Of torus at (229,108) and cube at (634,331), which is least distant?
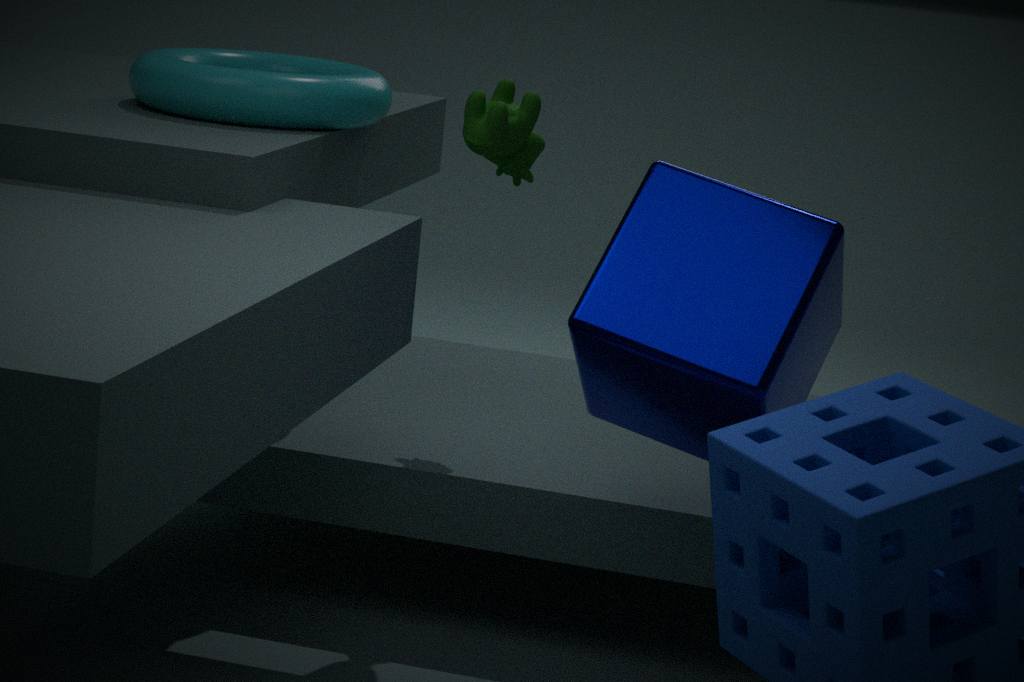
cube at (634,331)
